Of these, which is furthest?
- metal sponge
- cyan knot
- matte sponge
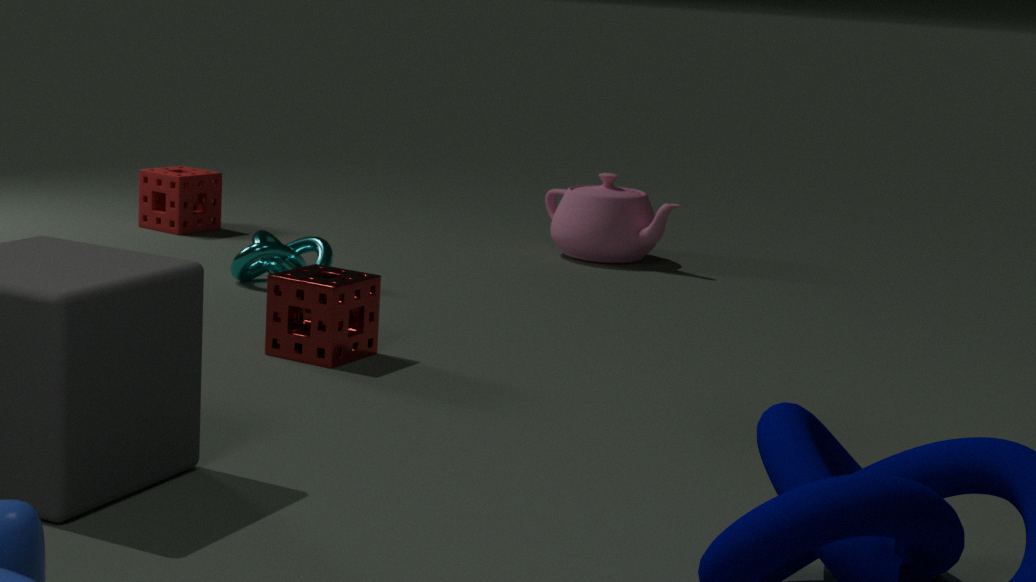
matte sponge
